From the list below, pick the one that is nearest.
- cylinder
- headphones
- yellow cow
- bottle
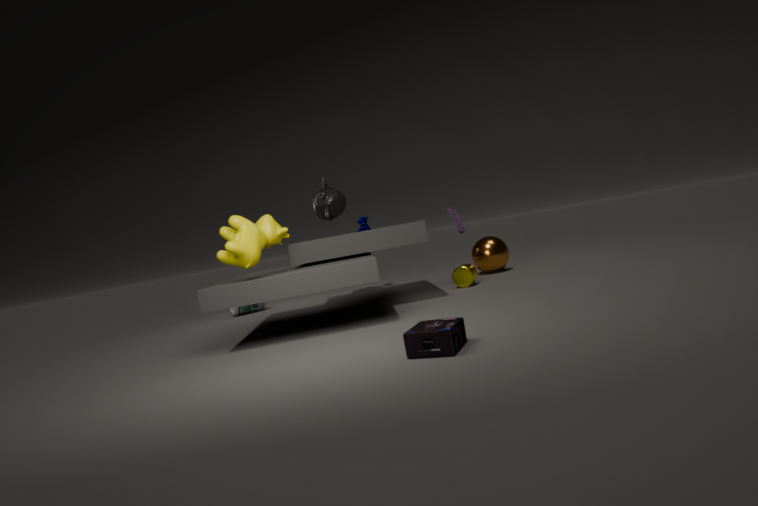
headphones
